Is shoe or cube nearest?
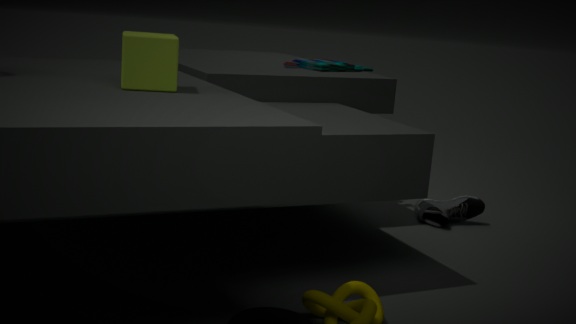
cube
